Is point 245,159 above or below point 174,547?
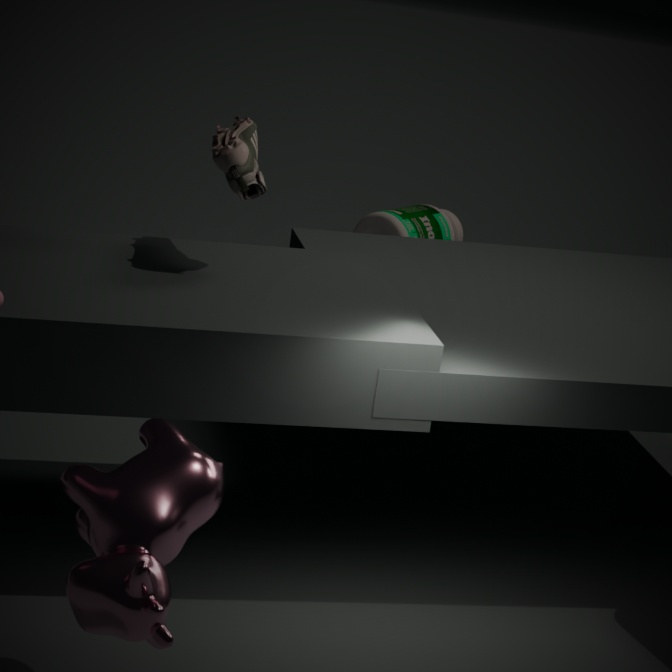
above
